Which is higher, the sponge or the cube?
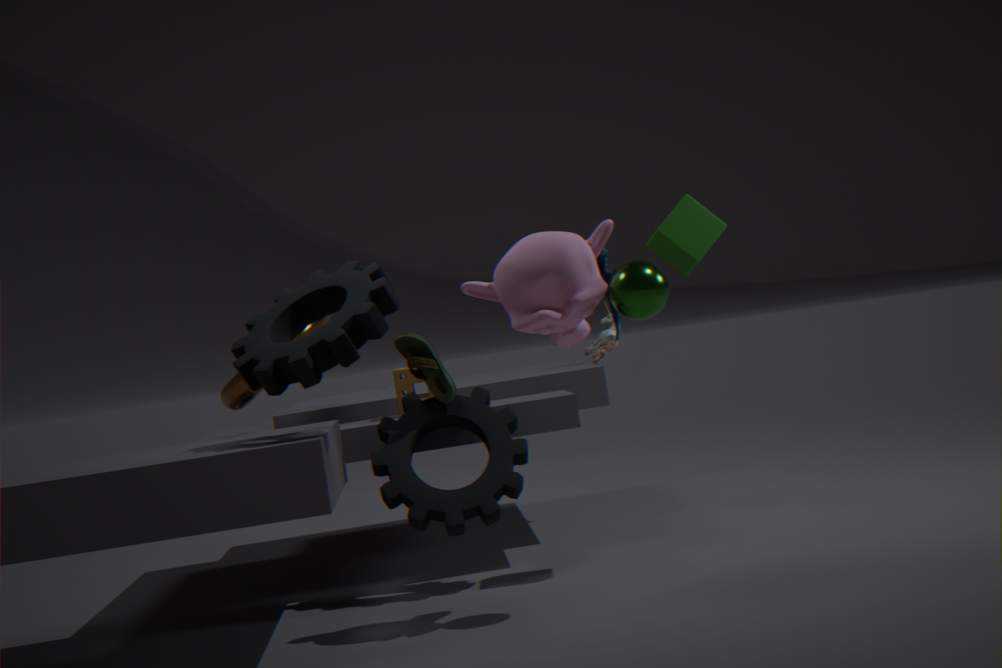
the cube
